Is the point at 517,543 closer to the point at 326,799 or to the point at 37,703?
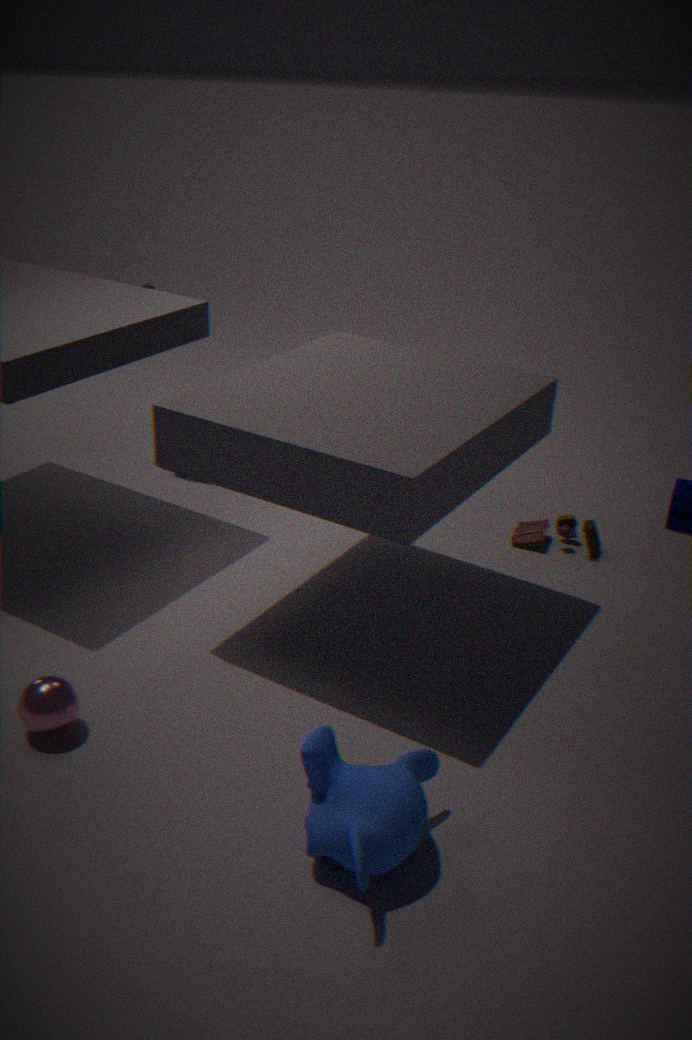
A: the point at 326,799
